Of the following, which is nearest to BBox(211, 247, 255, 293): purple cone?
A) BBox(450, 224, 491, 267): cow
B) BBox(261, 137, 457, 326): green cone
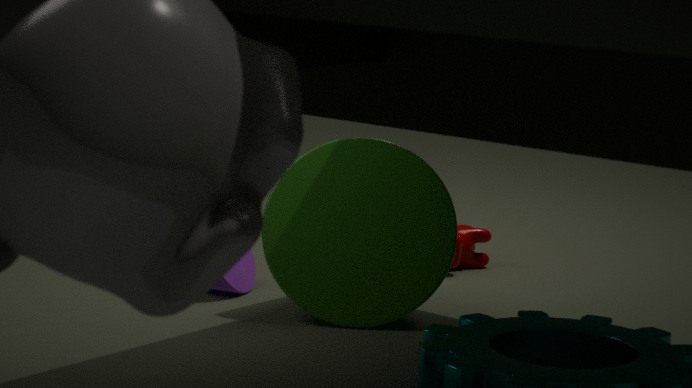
BBox(261, 137, 457, 326): green cone
